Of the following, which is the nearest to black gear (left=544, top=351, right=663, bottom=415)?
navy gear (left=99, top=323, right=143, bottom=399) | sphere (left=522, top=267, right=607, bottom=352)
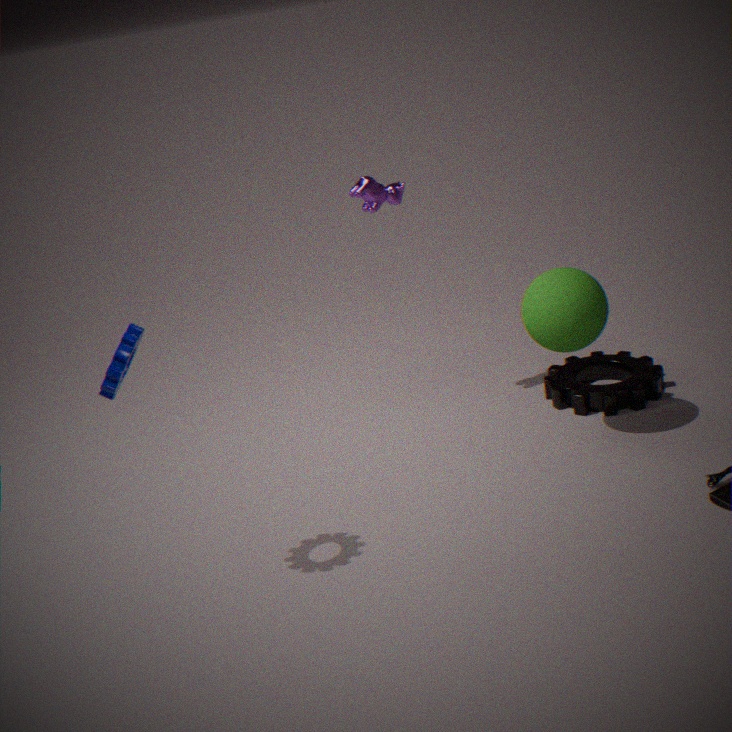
sphere (left=522, top=267, right=607, bottom=352)
